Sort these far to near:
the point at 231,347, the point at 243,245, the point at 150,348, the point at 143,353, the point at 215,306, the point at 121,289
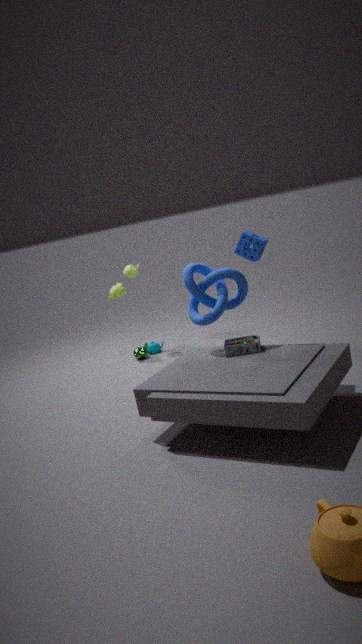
the point at 150,348 < the point at 121,289 < the point at 143,353 < the point at 243,245 < the point at 215,306 < the point at 231,347
